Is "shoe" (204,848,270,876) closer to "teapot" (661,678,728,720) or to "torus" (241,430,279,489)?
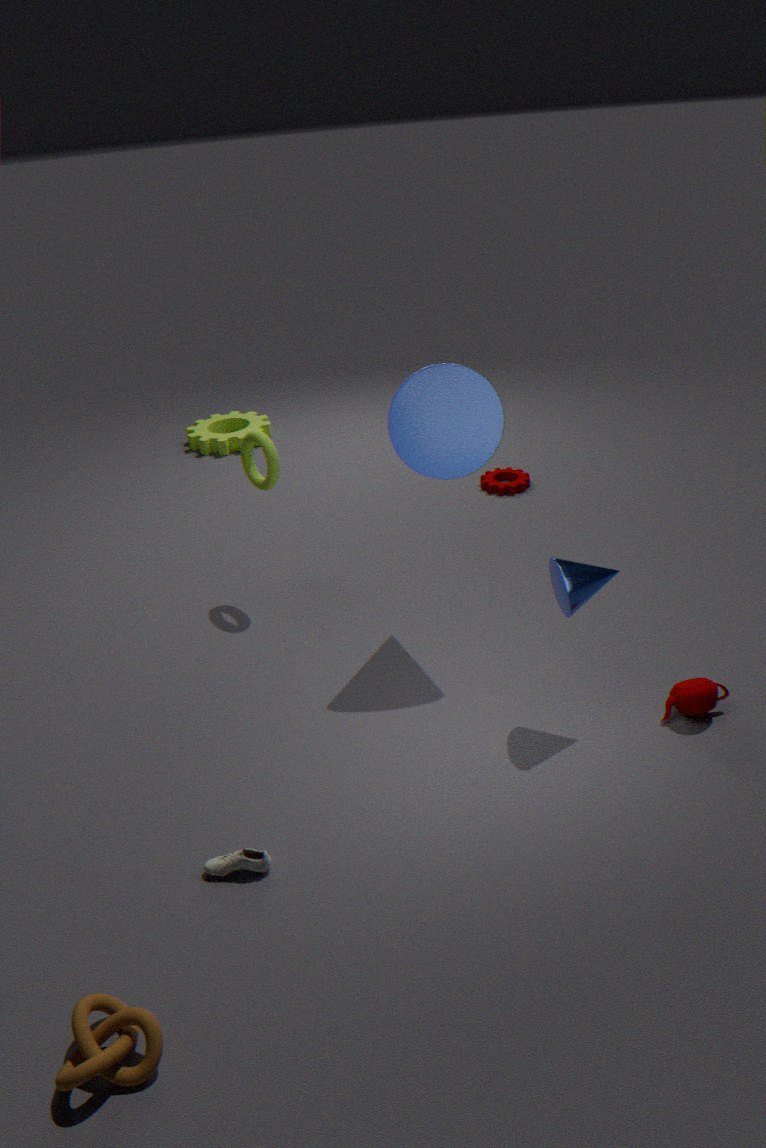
"teapot" (661,678,728,720)
